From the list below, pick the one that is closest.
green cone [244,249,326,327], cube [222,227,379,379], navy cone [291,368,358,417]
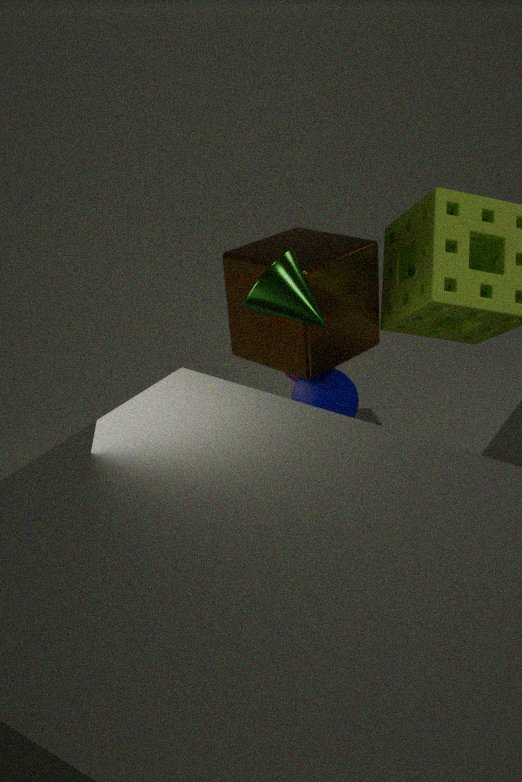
green cone [244,249,326,327]
